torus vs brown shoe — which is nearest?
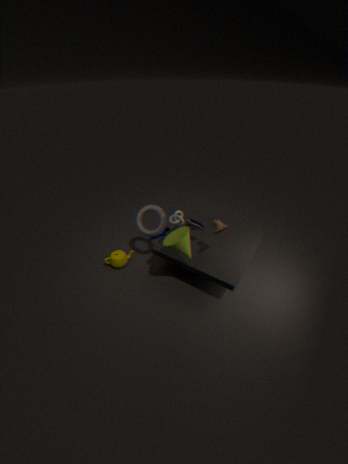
brown shoe
